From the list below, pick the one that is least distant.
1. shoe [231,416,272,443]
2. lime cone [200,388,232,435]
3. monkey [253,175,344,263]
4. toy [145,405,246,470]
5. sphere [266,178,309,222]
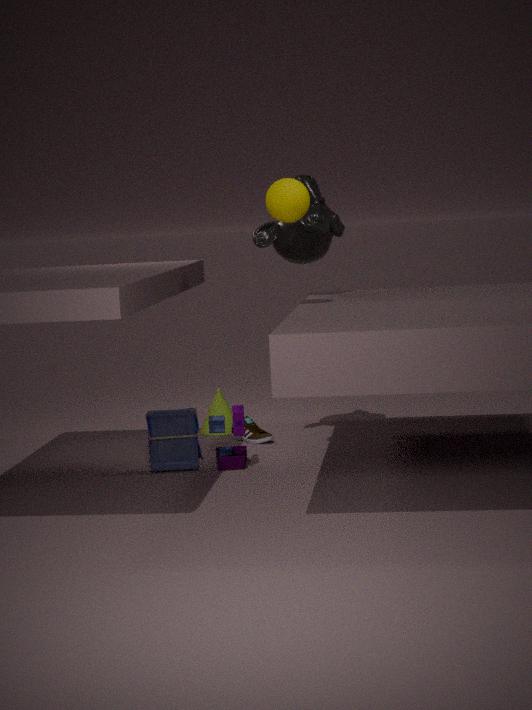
sphere [266,178,309,222]
